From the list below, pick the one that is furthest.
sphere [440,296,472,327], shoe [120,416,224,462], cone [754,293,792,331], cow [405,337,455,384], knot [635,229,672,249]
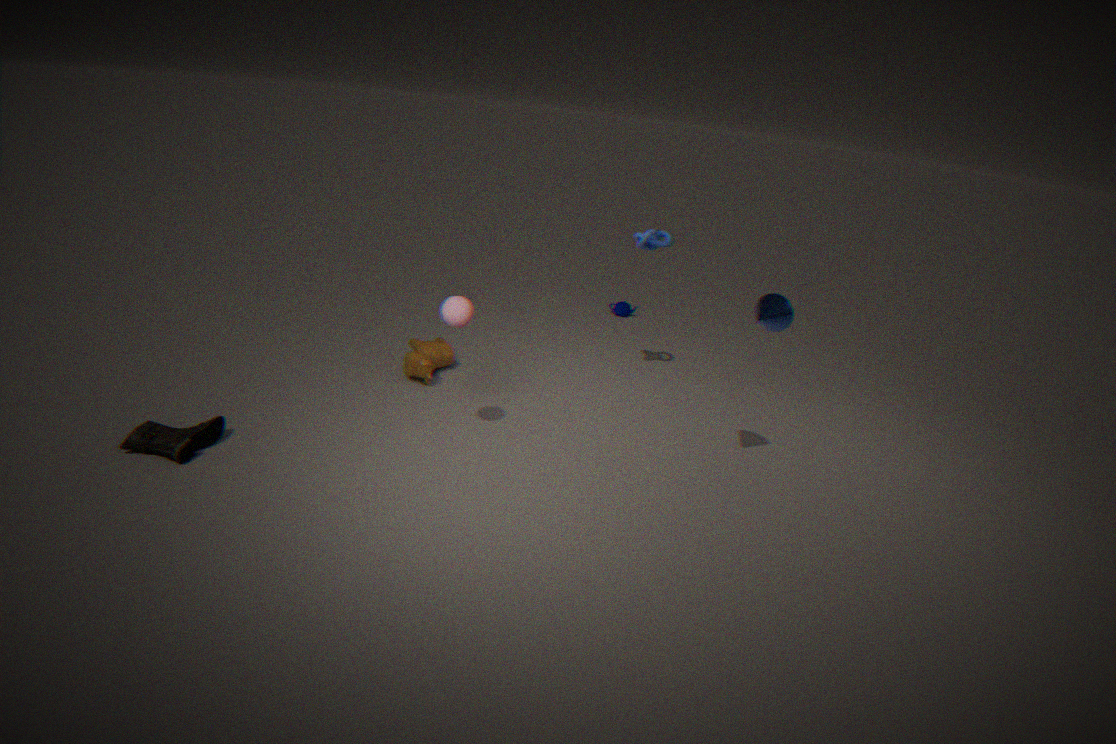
cow [405,337,455,384]
